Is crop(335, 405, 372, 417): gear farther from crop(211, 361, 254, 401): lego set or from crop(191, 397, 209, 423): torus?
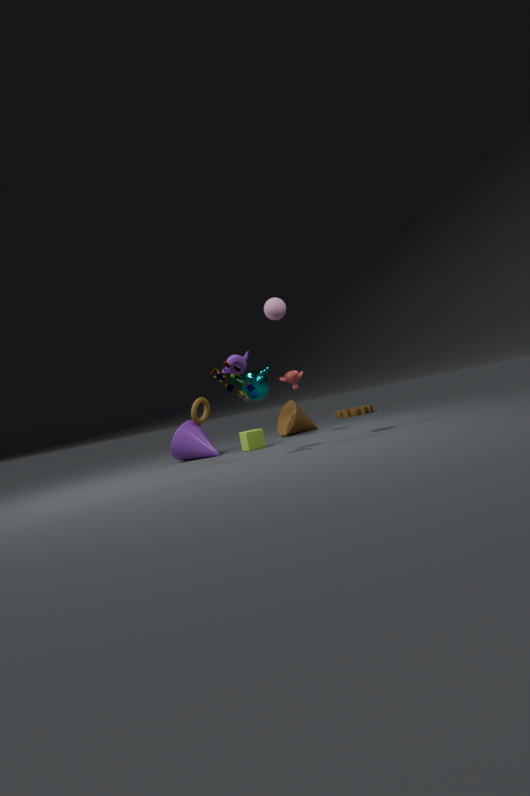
crop(211, 361, 254, 401): lego set
